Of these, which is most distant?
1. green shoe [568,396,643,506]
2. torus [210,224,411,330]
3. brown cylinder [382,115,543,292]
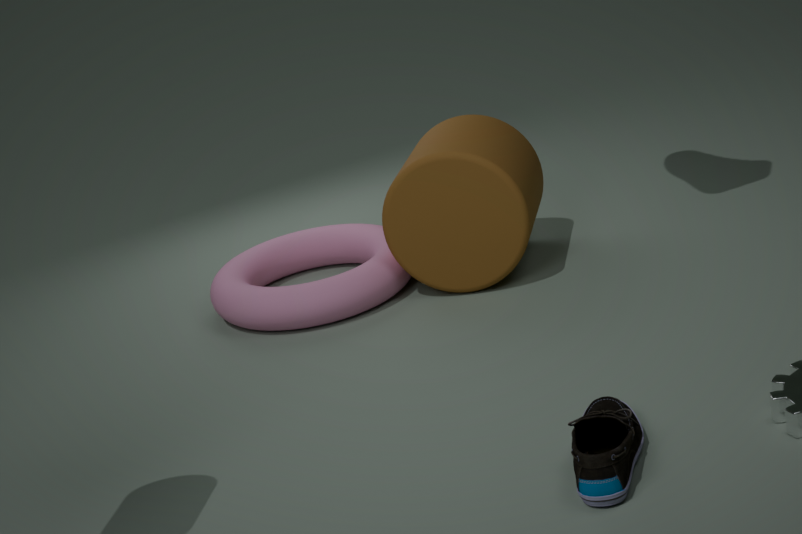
torus [210,224,411,330]
